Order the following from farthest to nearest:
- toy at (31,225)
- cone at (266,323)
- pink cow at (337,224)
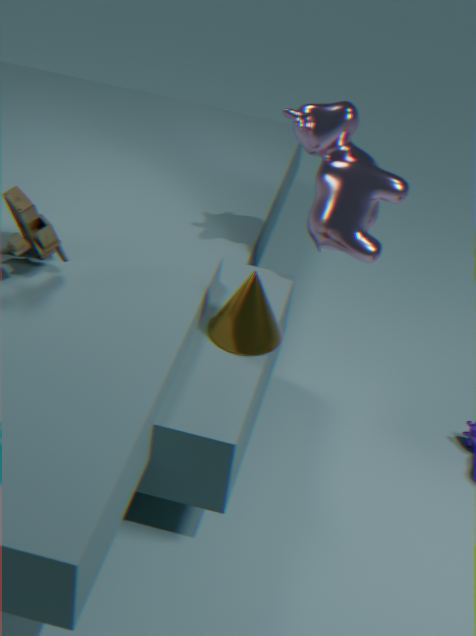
pink cow at (337,224)
cone at (266,323)
toy at (31,225)
